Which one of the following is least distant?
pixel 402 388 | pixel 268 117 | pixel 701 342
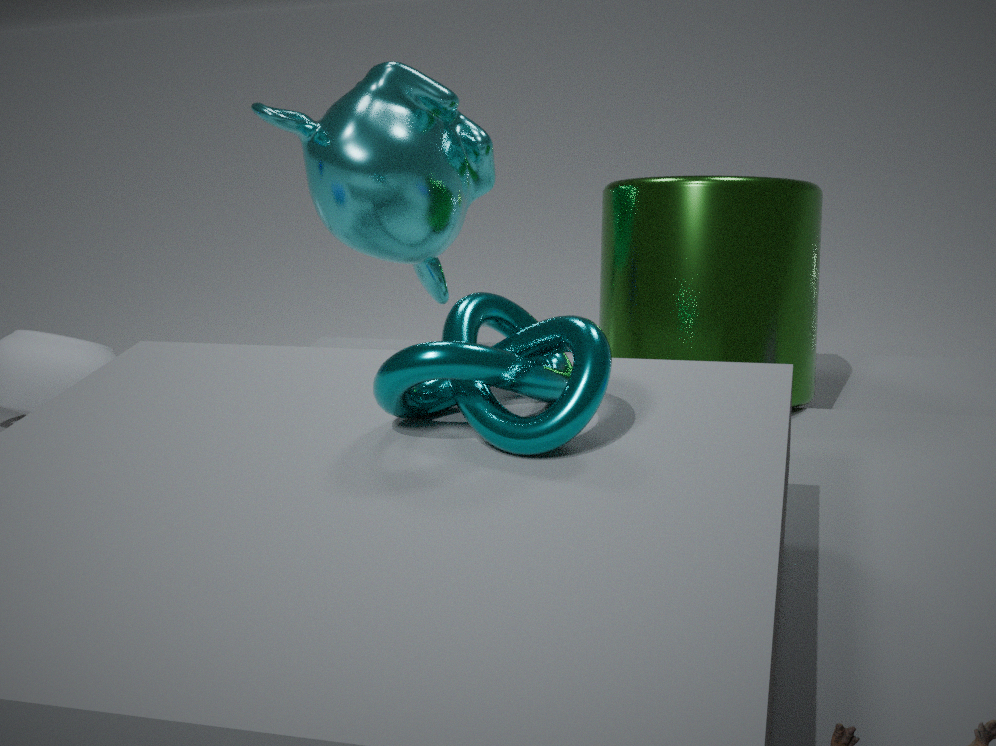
pixel 402 388
